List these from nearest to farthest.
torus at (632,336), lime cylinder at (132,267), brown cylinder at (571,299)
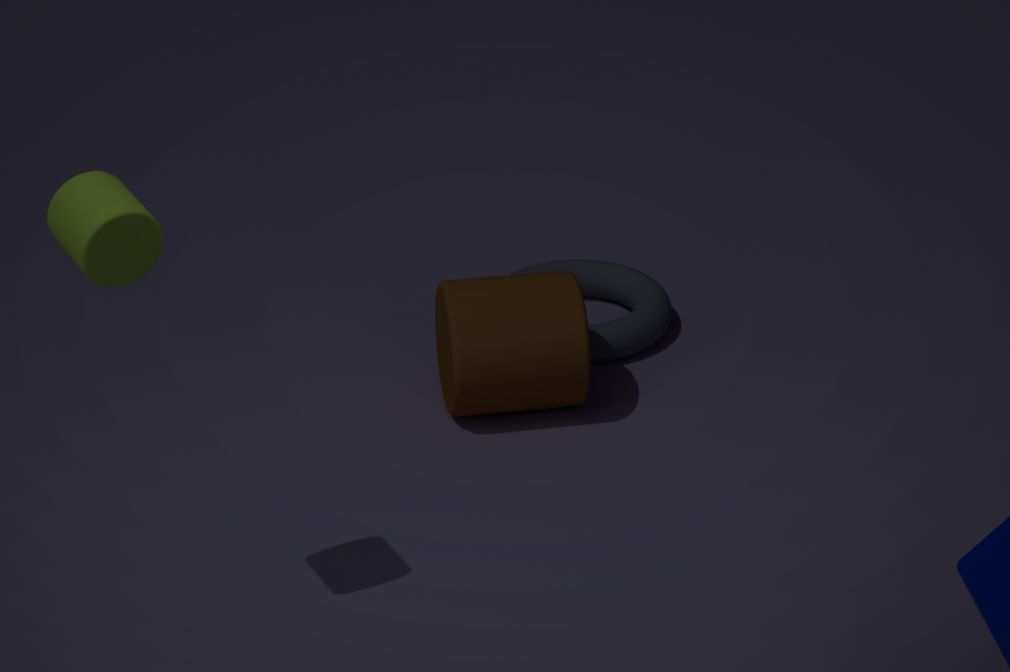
lime cylinder at (132,267)
brown cylinder at (571,299)
torus at (632,336)
